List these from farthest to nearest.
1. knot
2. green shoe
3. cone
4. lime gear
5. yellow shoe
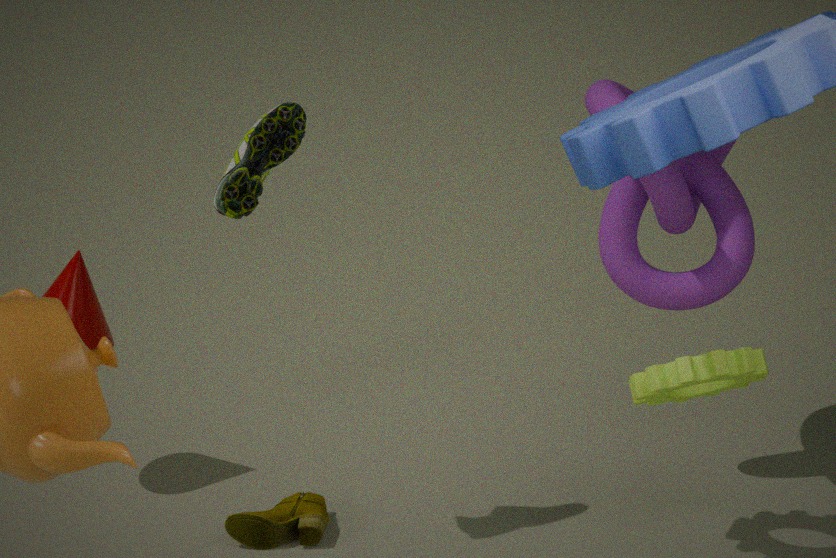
cone < yellow shoe < knot < green shoe < lime gear
